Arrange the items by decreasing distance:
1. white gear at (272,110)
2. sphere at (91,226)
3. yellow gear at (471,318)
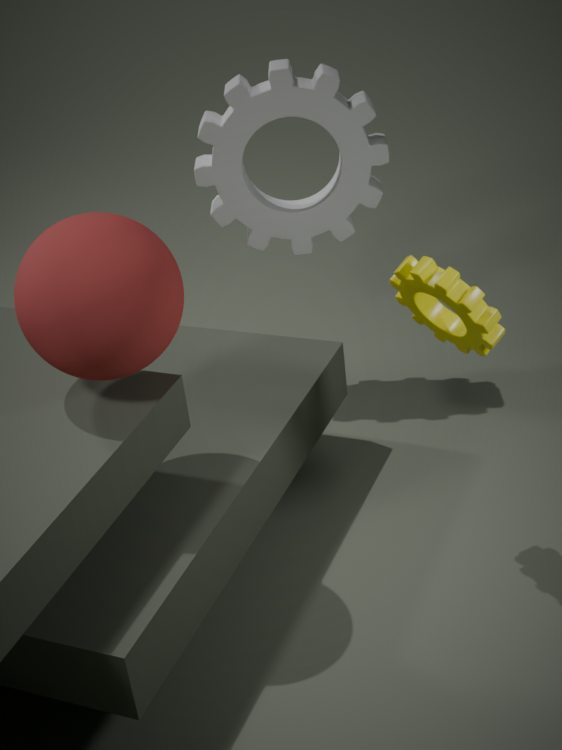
white gear at (272,110) < yellow gear at (471,318) < sphere at (91,226)
